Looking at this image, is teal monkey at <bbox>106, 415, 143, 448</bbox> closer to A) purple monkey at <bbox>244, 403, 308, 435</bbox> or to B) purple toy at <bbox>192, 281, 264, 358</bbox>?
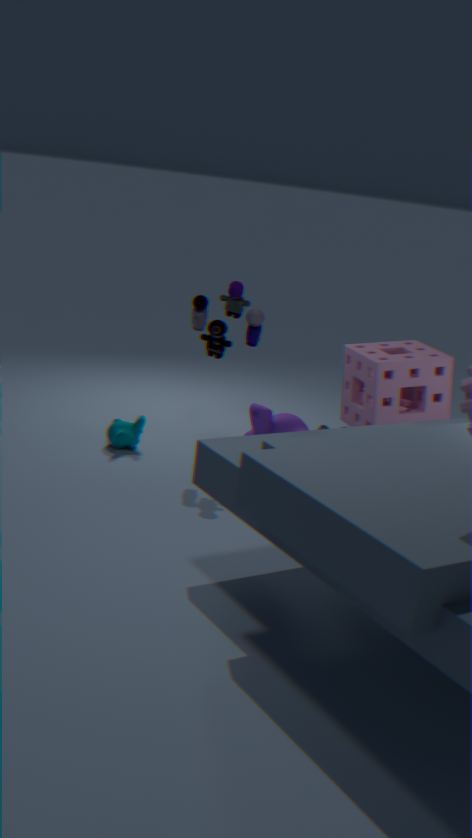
A) purple monkey at <bbox>244, 403, 308, 435</bbox>
